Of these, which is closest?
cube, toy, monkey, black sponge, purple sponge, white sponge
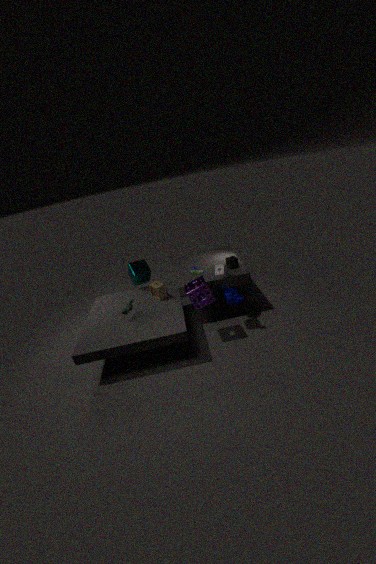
purple sponge
